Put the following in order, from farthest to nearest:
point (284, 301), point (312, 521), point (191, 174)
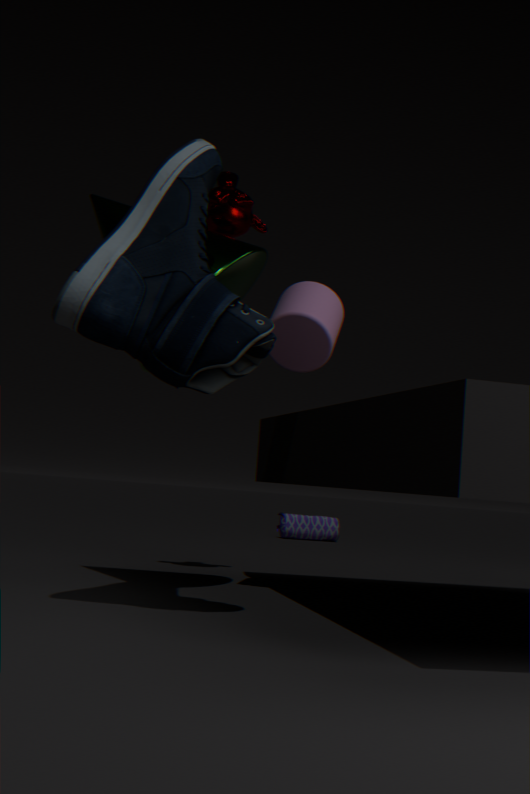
point (312, 521) → point (284, 301) → point (191, 174)
